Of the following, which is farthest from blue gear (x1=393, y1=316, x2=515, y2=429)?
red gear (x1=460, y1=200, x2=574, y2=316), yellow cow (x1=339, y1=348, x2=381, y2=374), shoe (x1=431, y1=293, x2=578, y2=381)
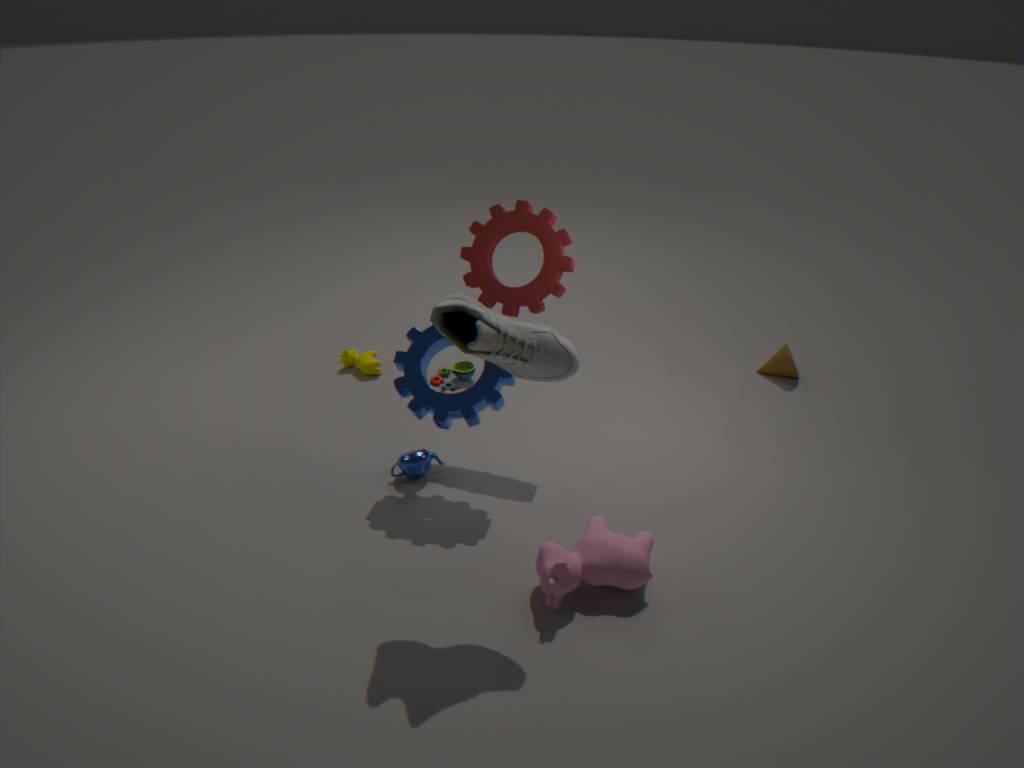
yellow cow (x1=339, y1=348, x2=381, y2=374)
